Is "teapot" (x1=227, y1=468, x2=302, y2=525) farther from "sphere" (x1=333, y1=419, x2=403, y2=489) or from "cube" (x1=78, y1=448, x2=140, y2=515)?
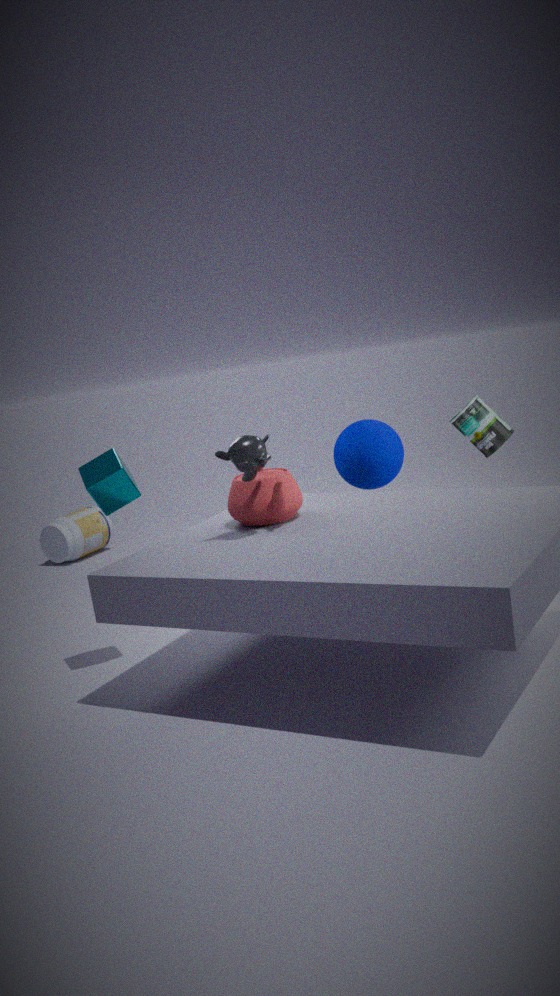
"sphere" (x1=333, y1=419, x2=403, y2=489)
